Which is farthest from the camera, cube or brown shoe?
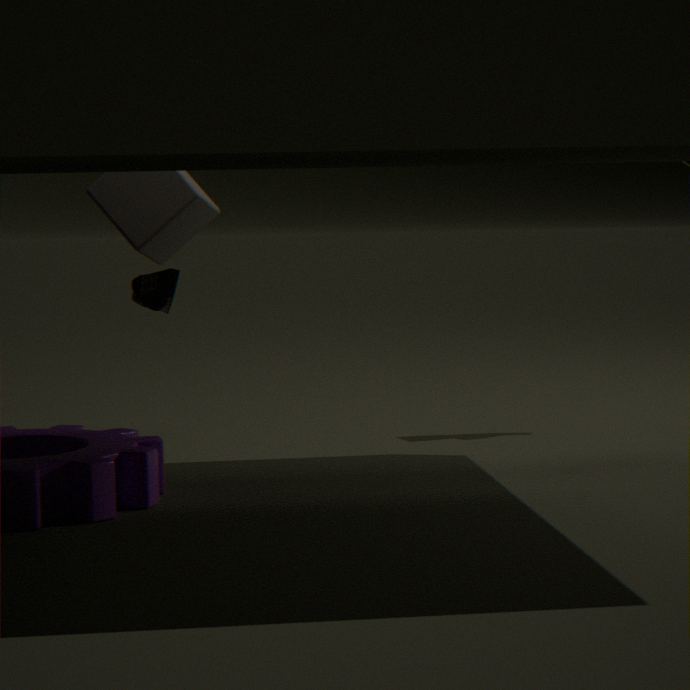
cube
